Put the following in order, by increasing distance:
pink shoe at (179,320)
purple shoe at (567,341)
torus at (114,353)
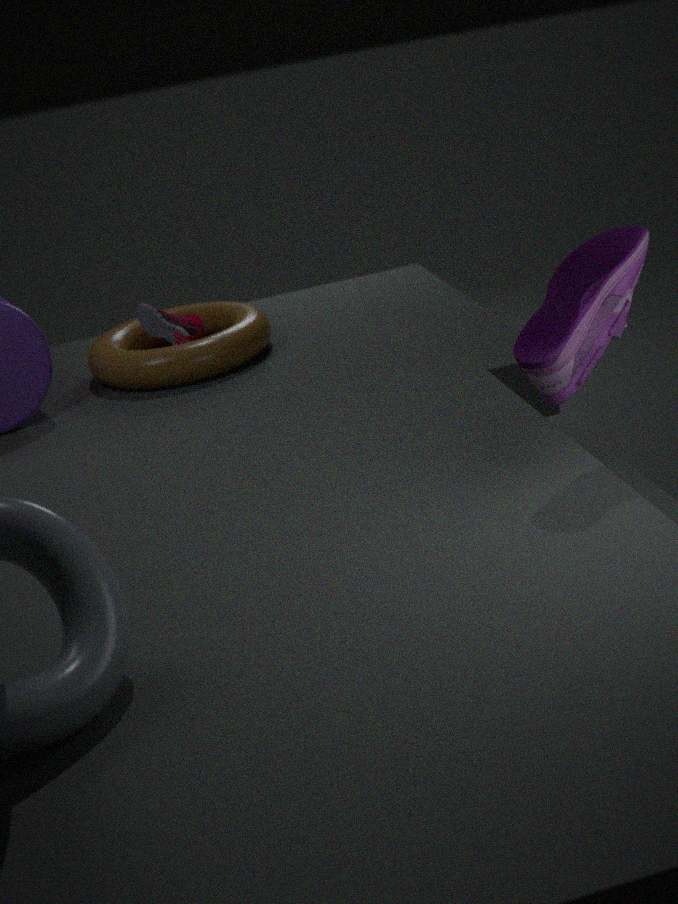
purple shoe at (567,341)
torus at (114,353)
pink shoe at (179,320)
